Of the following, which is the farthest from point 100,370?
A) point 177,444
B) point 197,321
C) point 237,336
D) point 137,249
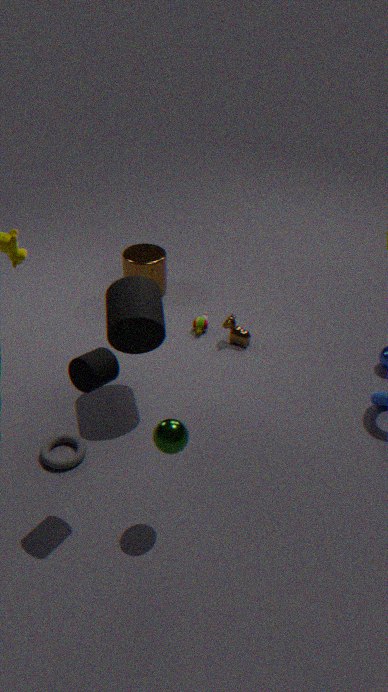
point 137,249
